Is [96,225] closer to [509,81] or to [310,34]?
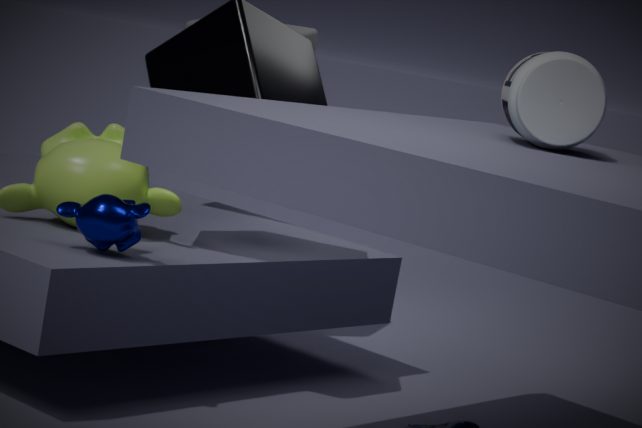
[509,81]
